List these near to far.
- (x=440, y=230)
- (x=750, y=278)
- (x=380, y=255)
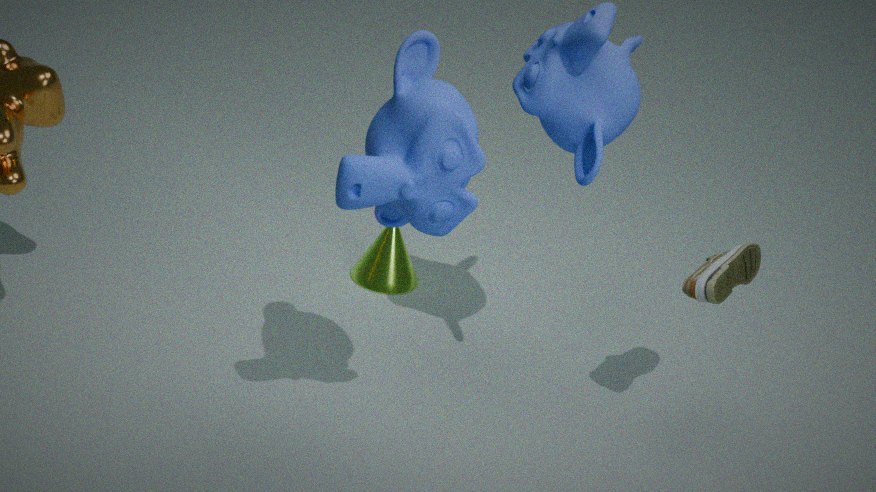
(x=440, y=230), (x=750, y=278), (x=380, y=255)
